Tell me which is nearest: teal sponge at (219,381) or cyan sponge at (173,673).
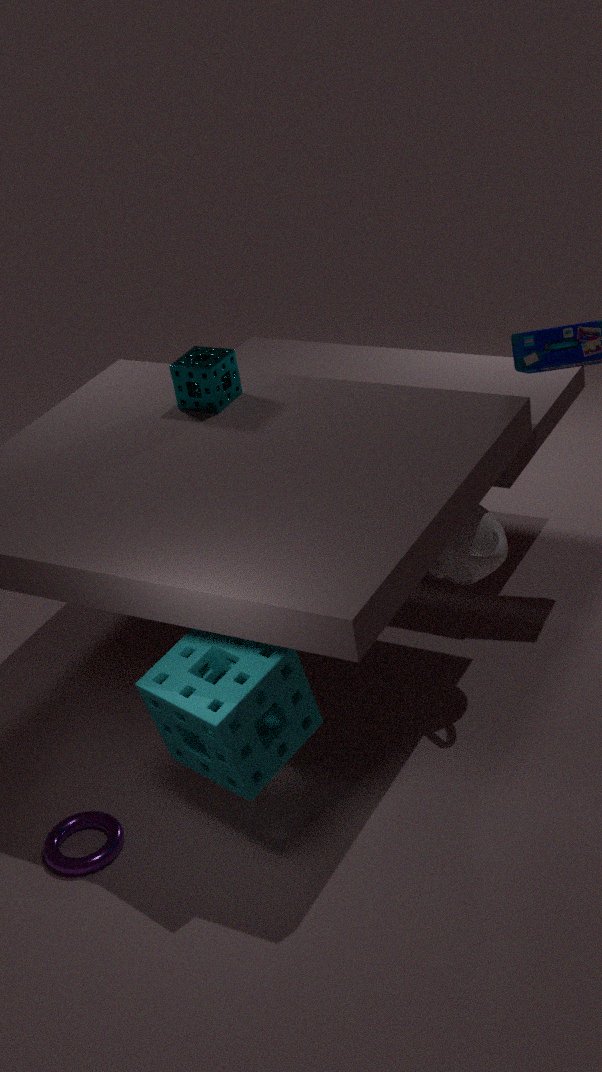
cyan sponge at (173,673)
